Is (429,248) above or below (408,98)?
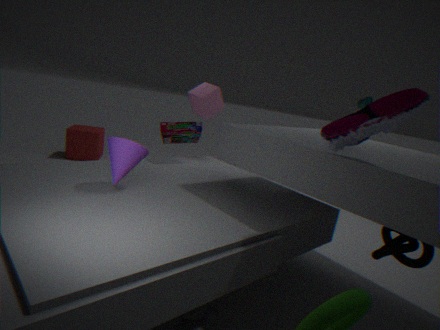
below
